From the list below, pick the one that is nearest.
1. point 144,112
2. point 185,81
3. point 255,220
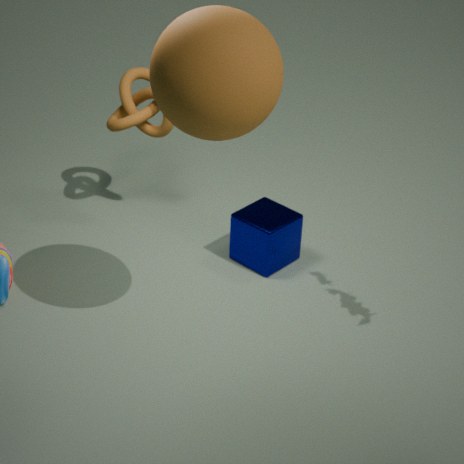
point 185,81
